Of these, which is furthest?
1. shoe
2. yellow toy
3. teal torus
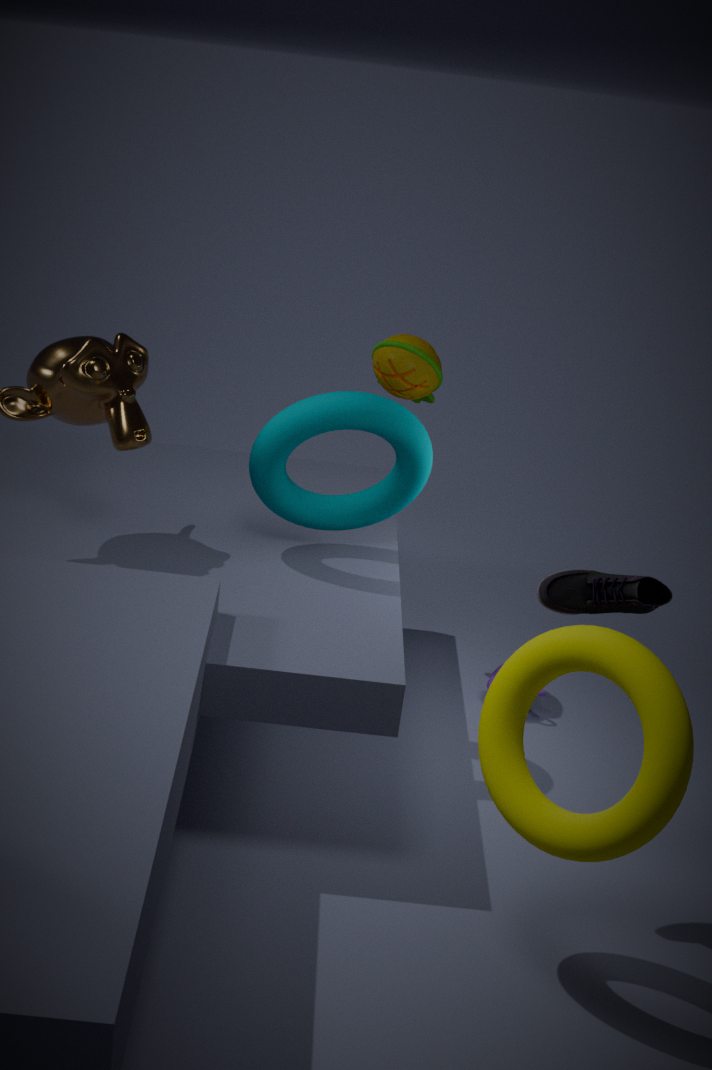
yellow toy
